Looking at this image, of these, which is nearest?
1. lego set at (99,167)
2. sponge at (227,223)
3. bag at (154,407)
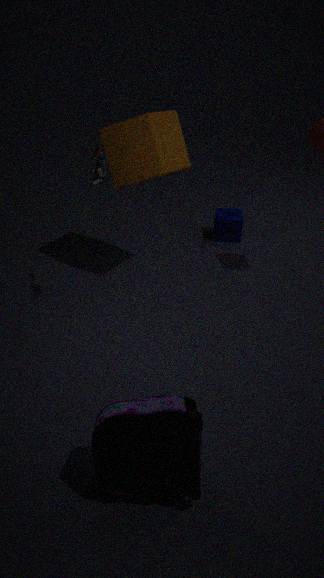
bag at (154,407)
